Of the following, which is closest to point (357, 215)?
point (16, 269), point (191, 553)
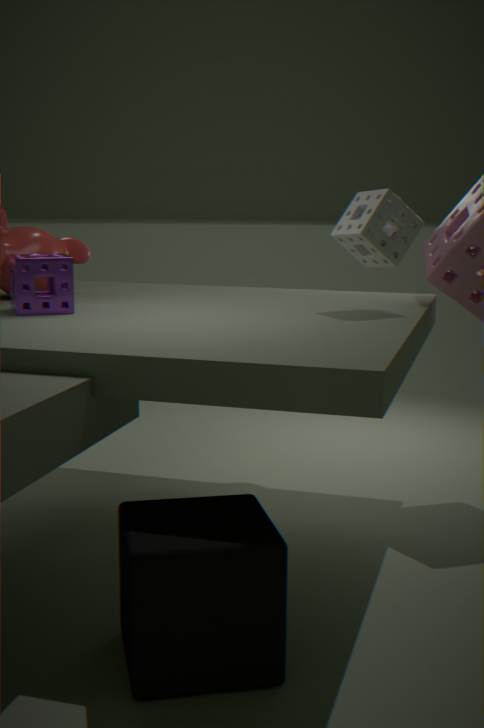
point (16, 269)
